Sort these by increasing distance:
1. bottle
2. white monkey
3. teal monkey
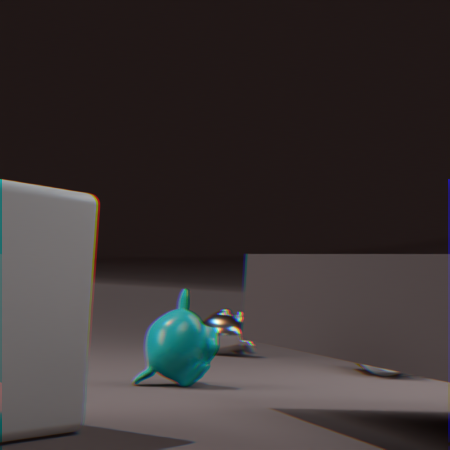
teal monkey → bottle → white monkey
